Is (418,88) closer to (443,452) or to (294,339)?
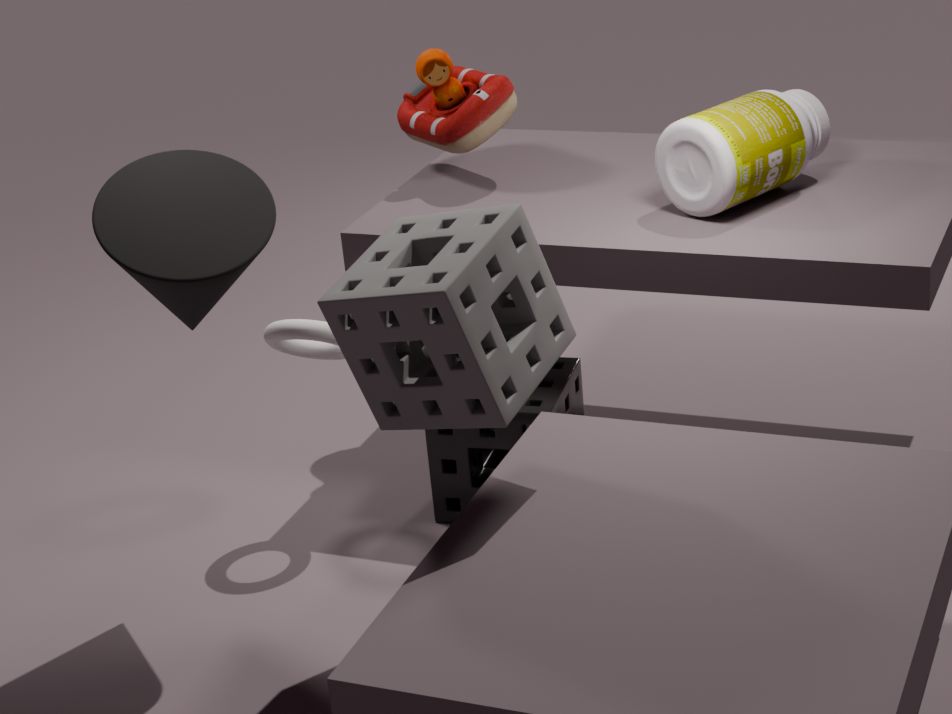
(294,339)
